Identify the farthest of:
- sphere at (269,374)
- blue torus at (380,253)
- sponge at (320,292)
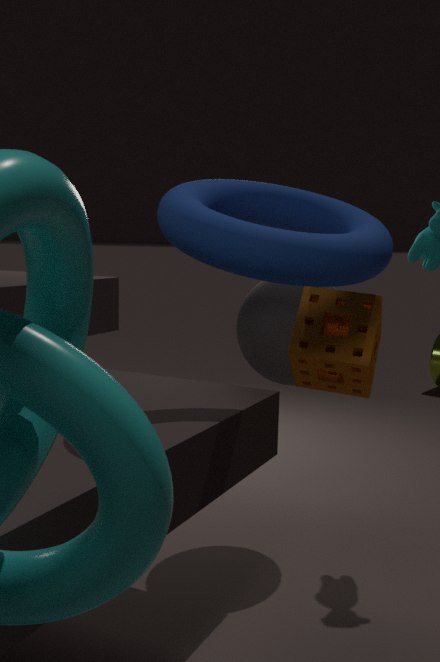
sphere at (269,374)
